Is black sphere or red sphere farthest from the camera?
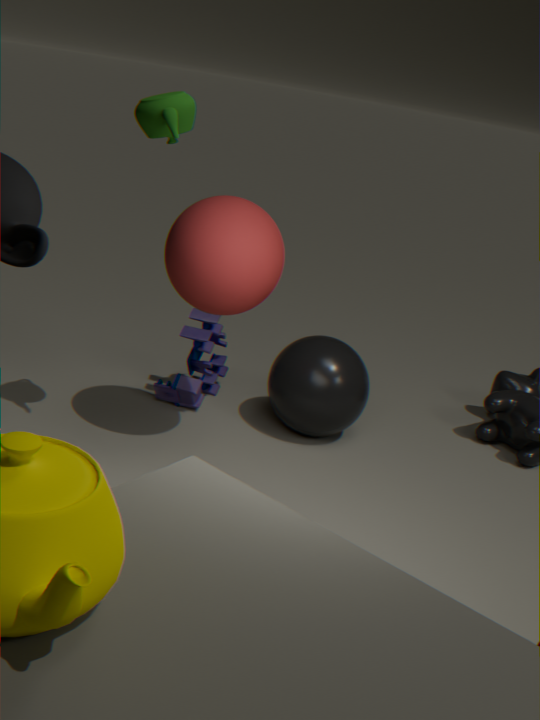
black sphere
